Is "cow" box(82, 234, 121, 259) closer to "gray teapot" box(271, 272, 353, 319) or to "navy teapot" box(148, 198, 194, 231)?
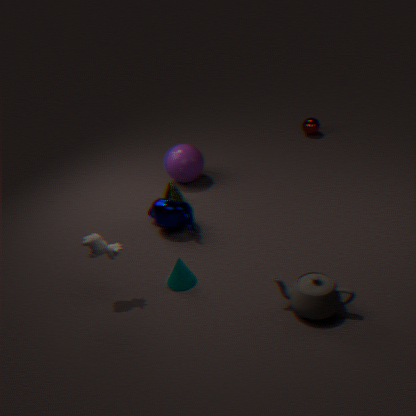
"navy teapot" box(148, 198, 194, 231)
